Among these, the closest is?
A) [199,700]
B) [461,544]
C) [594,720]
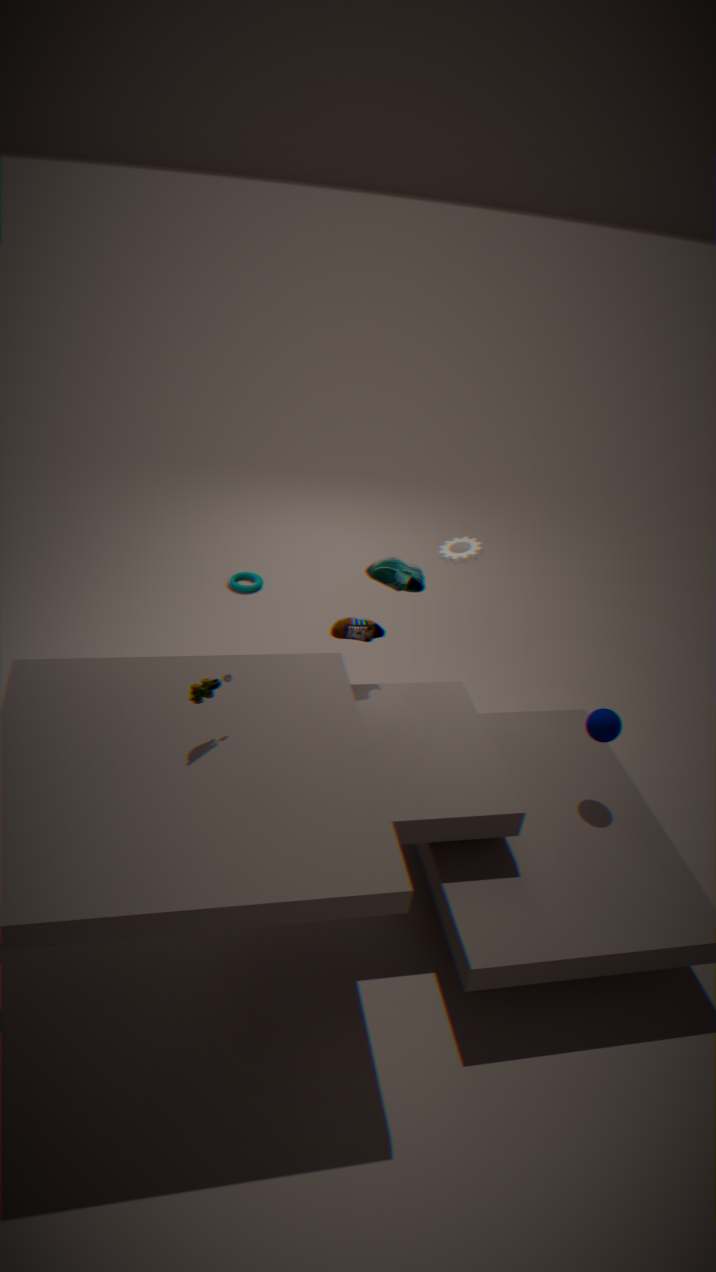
[199,700]
